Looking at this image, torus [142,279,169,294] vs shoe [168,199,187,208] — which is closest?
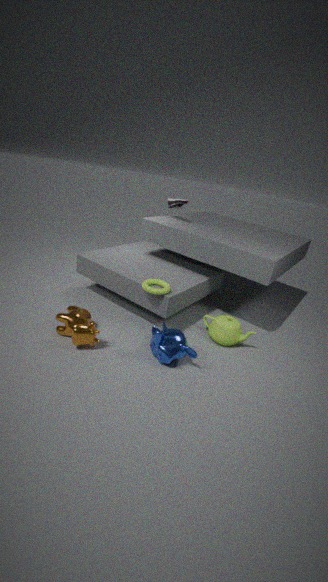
torus [142,279,169,294]
